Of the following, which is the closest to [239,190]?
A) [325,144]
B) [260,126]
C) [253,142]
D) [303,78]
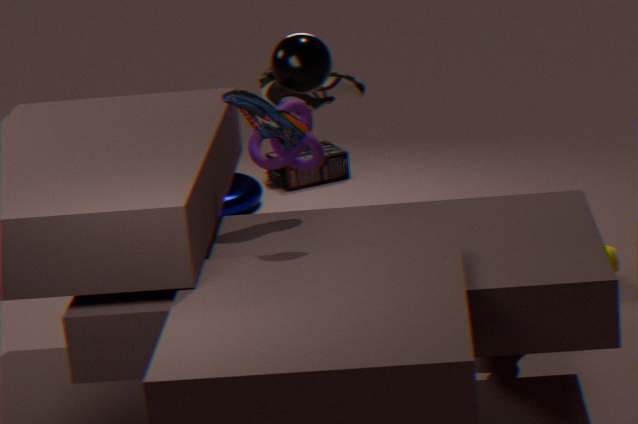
[325,144]
